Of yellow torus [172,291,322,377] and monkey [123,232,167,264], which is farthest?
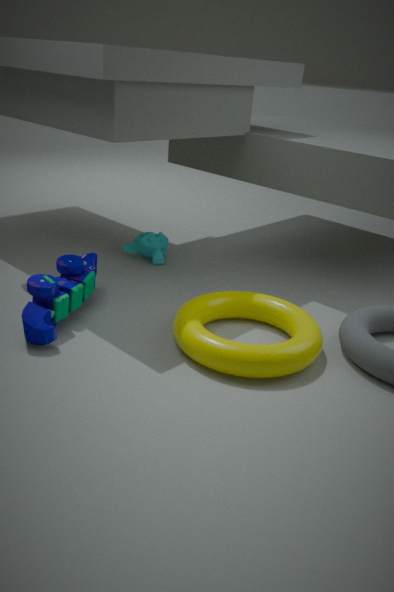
monkey [123,232,167,264]
